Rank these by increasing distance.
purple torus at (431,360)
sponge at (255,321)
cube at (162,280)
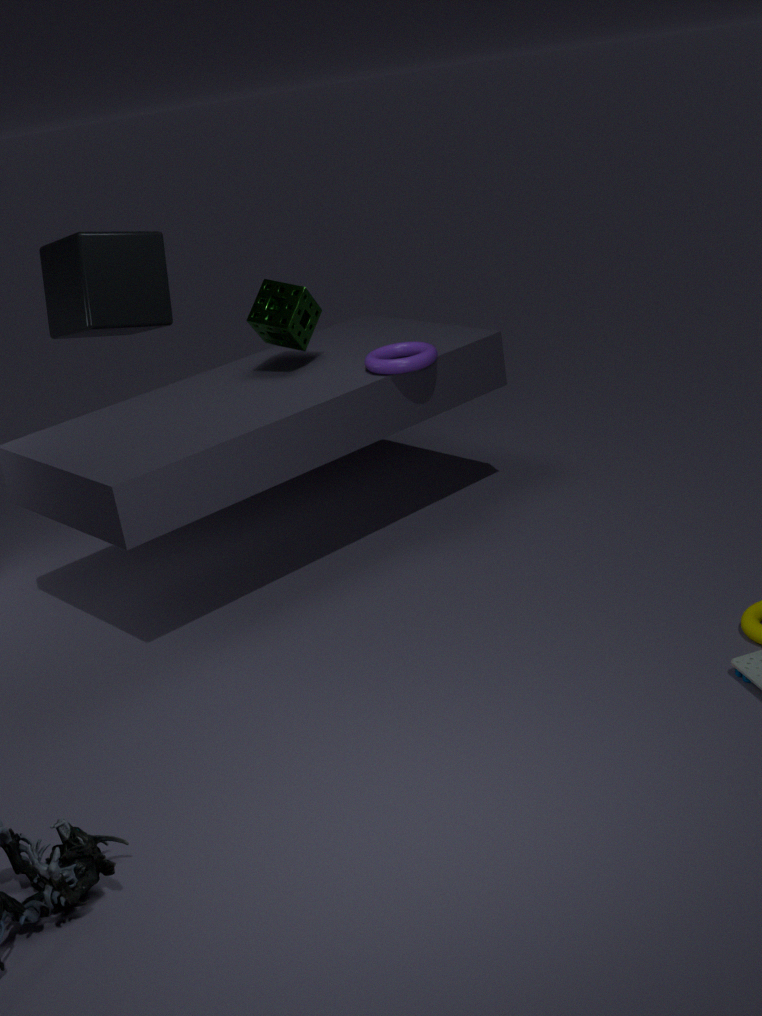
1. purple torus at (431,360)
2. sponge at (255,321)
3. cube at (162,280)
